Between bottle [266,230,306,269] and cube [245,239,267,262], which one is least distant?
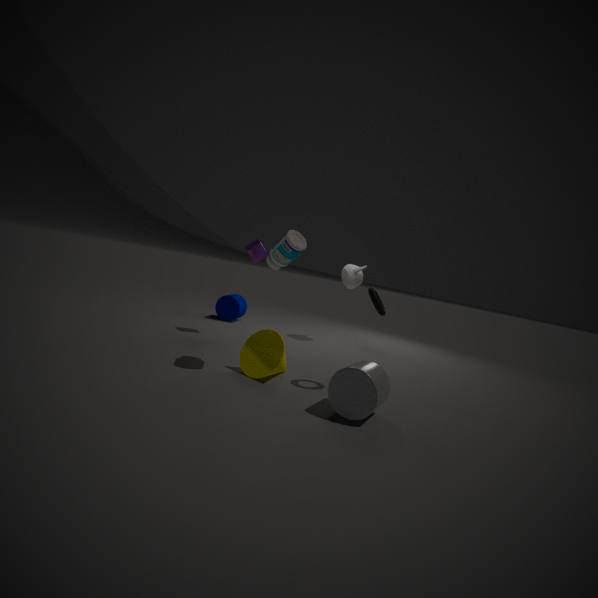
bottle [266,230,306,269]
